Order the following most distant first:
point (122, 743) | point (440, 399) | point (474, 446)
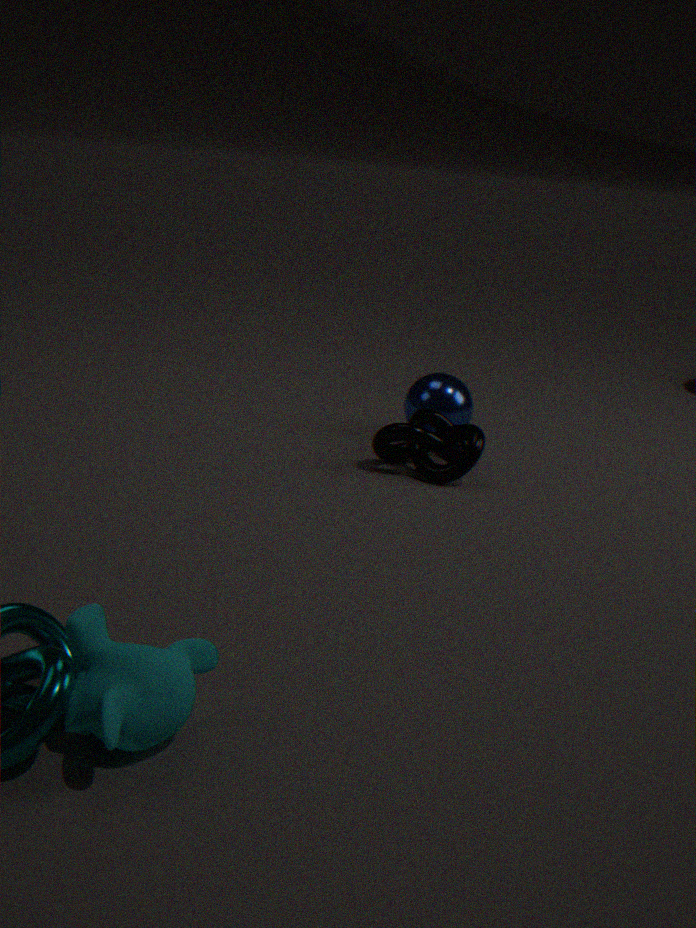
point (440, 399), point (474, 446), point (122, 743)
